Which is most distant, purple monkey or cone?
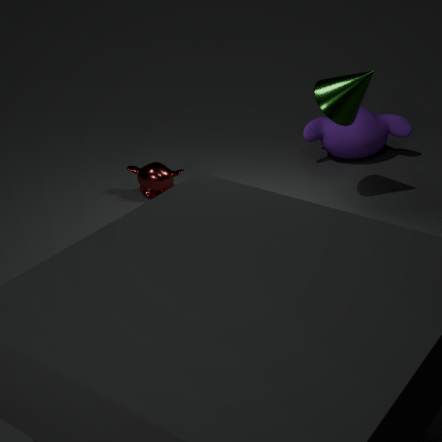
purple monkey
